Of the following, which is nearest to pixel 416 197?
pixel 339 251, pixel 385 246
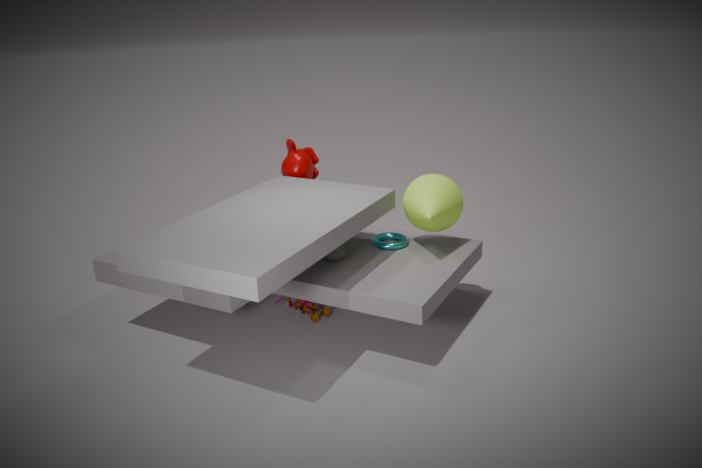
pixel 385 246
